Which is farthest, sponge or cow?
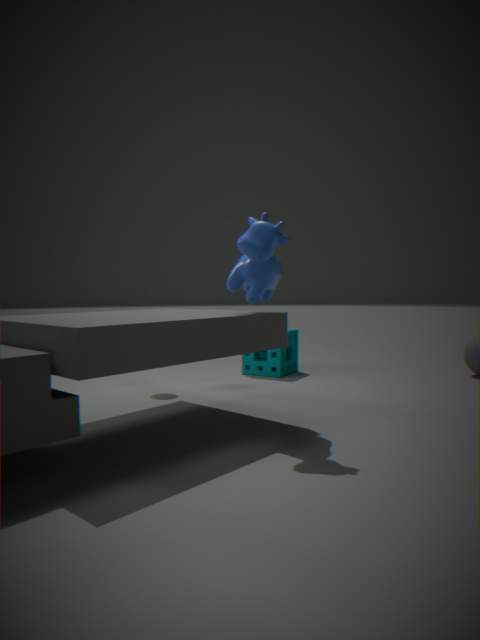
sponge
